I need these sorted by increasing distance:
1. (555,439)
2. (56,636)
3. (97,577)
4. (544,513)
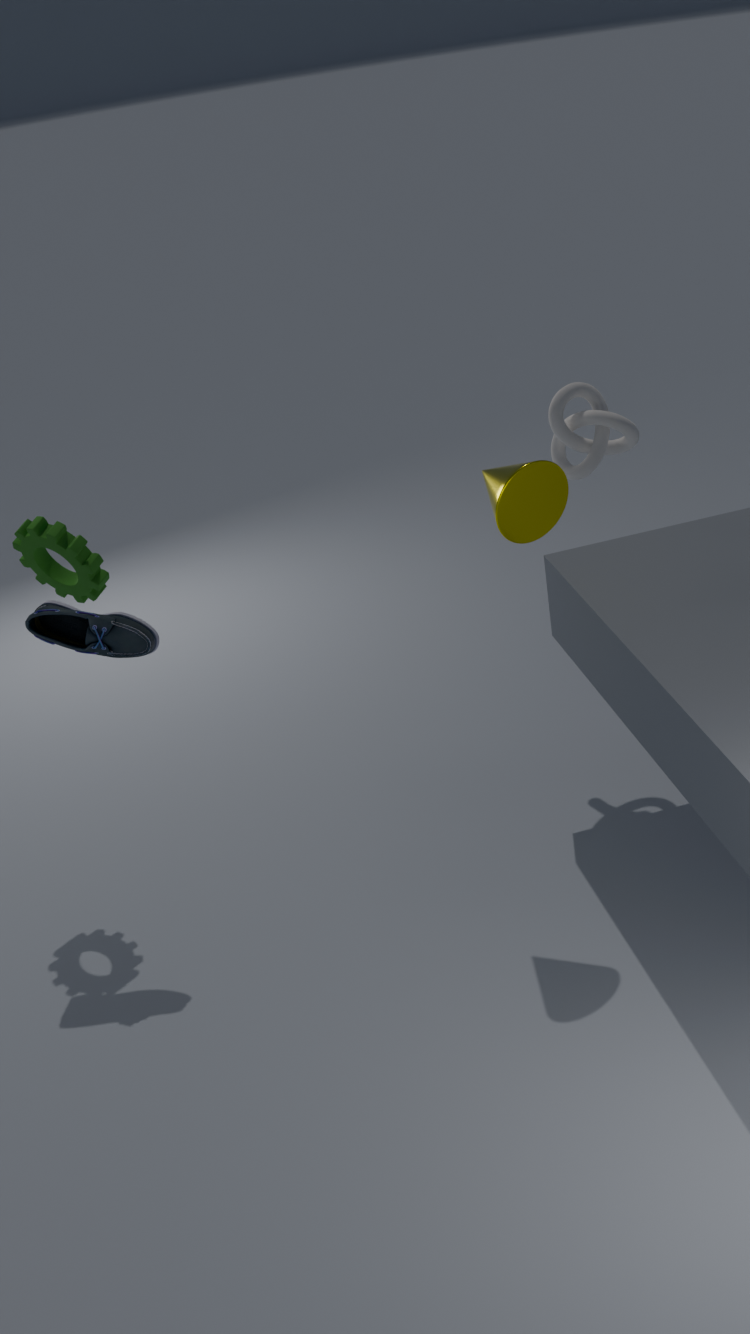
(544,513) < (56,636) < (97,577) < (555,439)
